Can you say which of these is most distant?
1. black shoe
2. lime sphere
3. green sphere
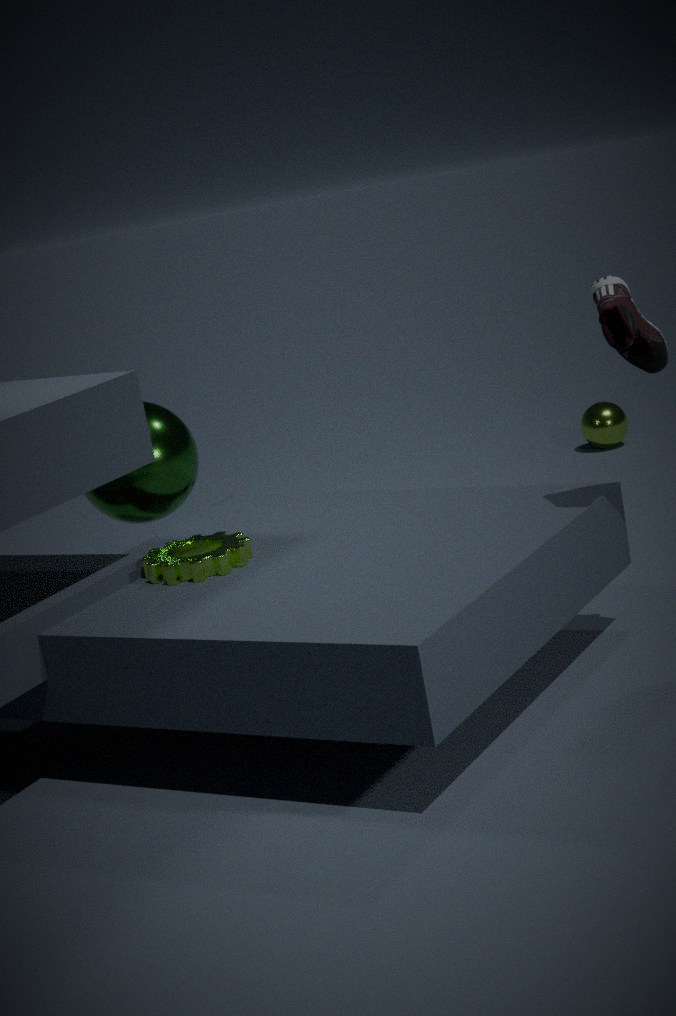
lime sphere
